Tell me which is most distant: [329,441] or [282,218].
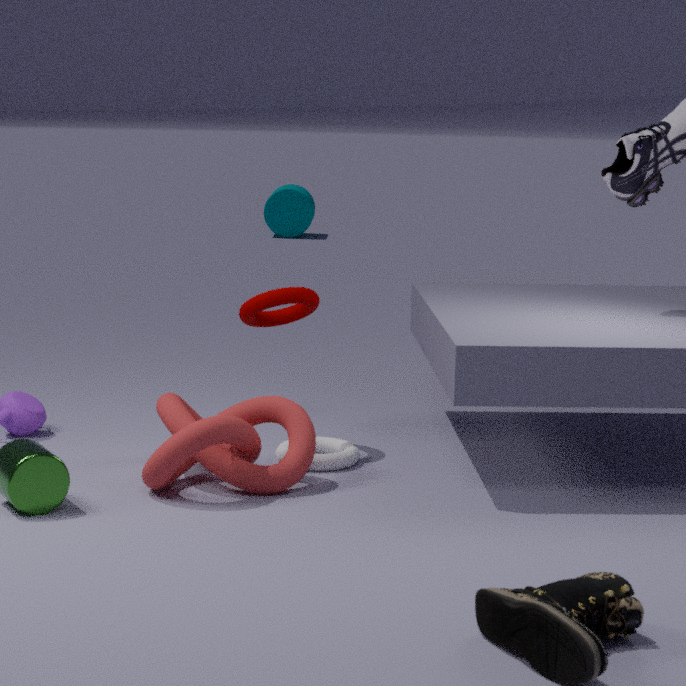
[282,218]
